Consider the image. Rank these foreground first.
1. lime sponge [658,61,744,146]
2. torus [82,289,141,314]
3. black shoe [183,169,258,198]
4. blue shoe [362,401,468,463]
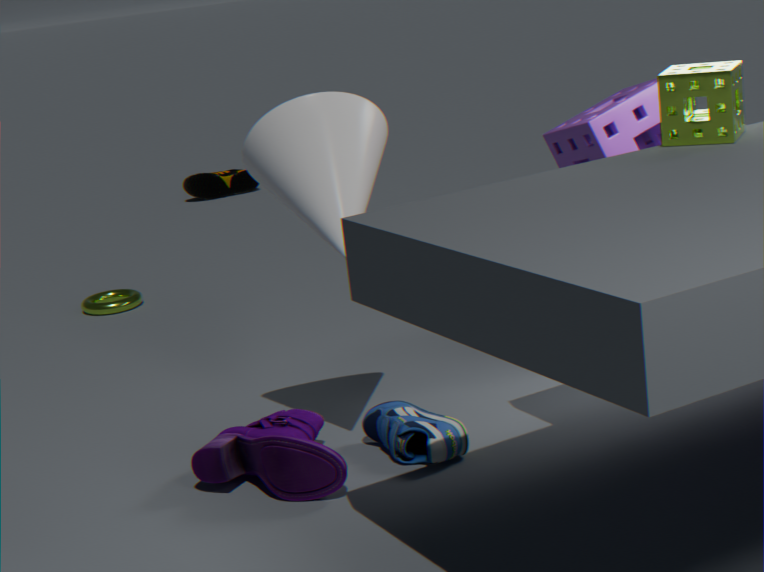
lime sponge [658,61,744,146], blue shoe [362,401,468,463], torus [82,289,141,314], black shoe [183,169,258,198]
